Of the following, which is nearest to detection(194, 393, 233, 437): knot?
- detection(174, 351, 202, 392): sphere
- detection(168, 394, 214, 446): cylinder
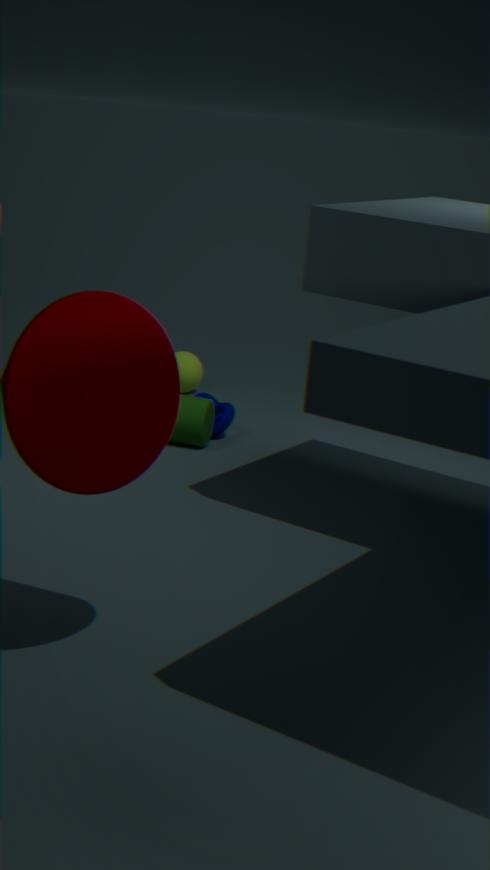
detection(168, 394, 214, 446): cylinder
